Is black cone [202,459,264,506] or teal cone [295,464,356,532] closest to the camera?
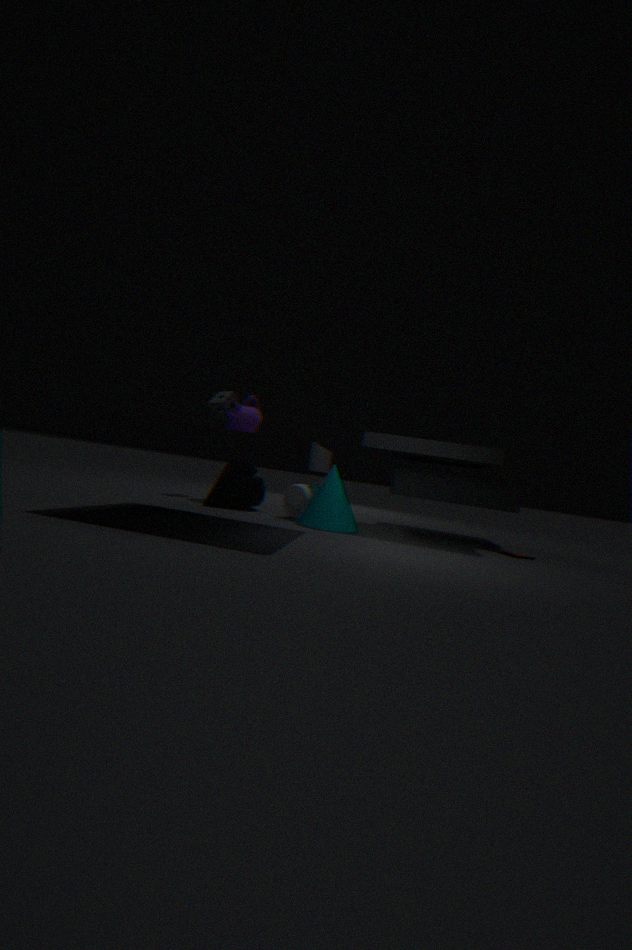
teal cone [295,464,356,532]
